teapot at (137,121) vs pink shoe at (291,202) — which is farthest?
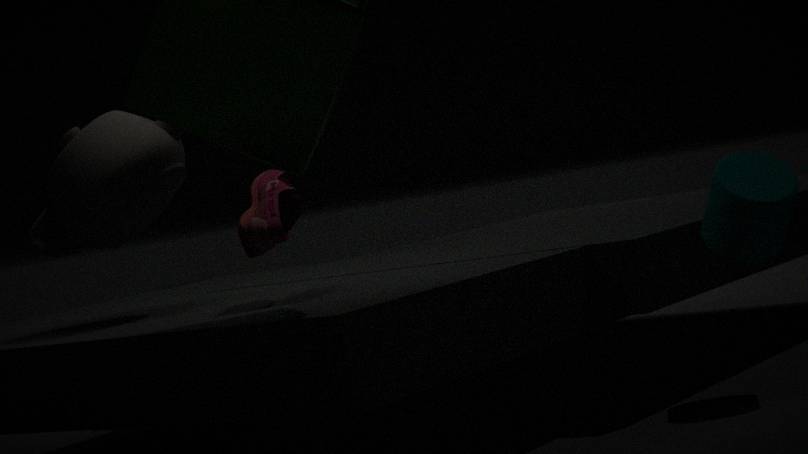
teapot at (137,121)
